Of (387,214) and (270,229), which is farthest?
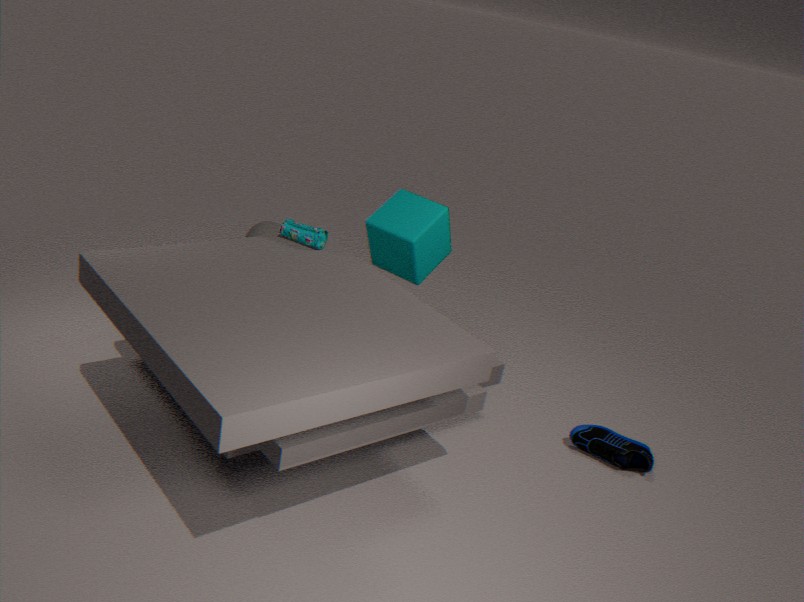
(270,229)
